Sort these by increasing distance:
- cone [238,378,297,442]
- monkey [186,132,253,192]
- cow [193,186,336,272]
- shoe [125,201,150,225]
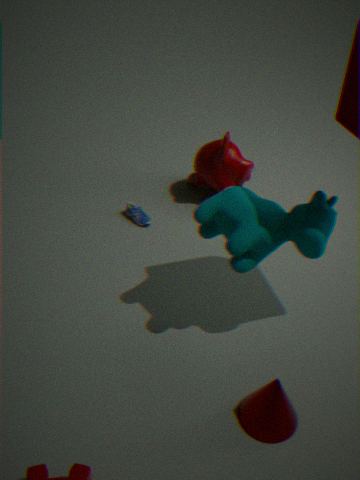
cone [238,378,297,442] → cow [193,186,336,272] → shoe [125,201,150,225] → monkey [186,132,253,192]
